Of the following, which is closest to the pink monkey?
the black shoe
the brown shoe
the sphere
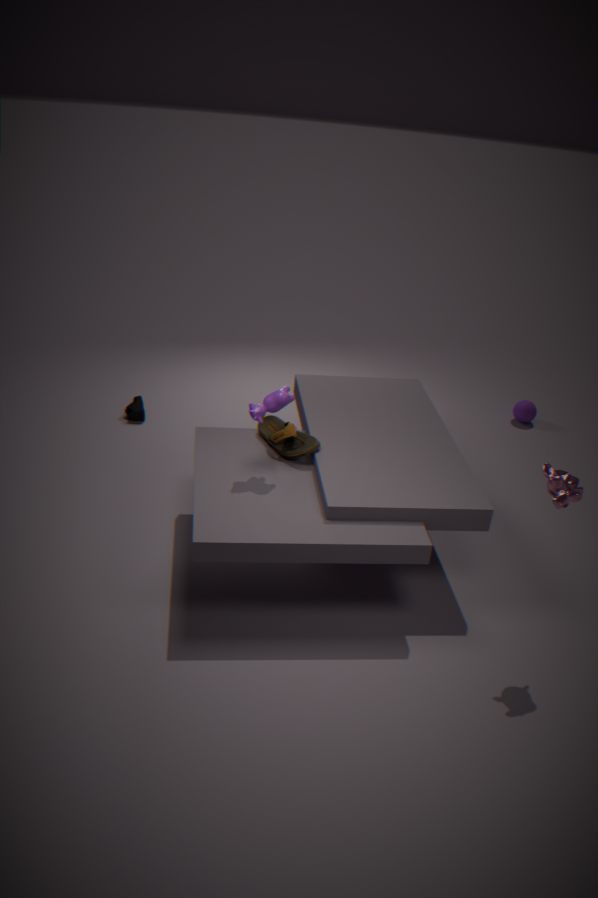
the brown shoe
